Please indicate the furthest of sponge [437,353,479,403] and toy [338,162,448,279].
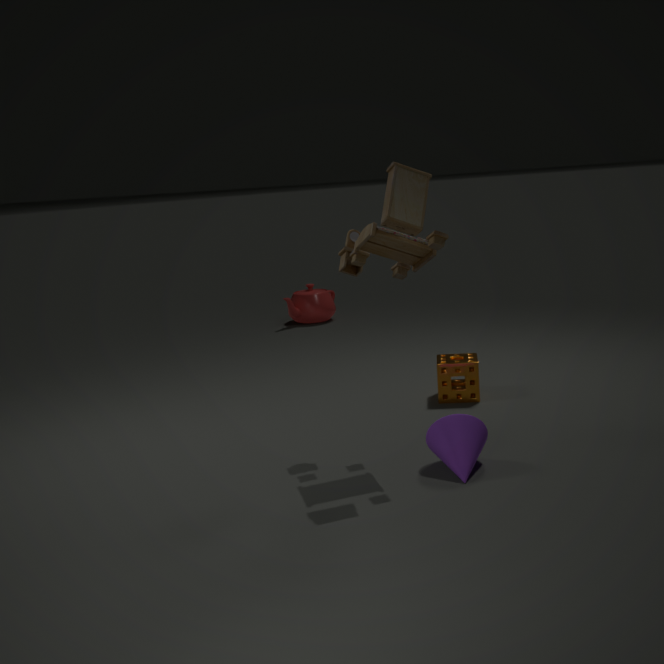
sponge [437,353,479,403]
